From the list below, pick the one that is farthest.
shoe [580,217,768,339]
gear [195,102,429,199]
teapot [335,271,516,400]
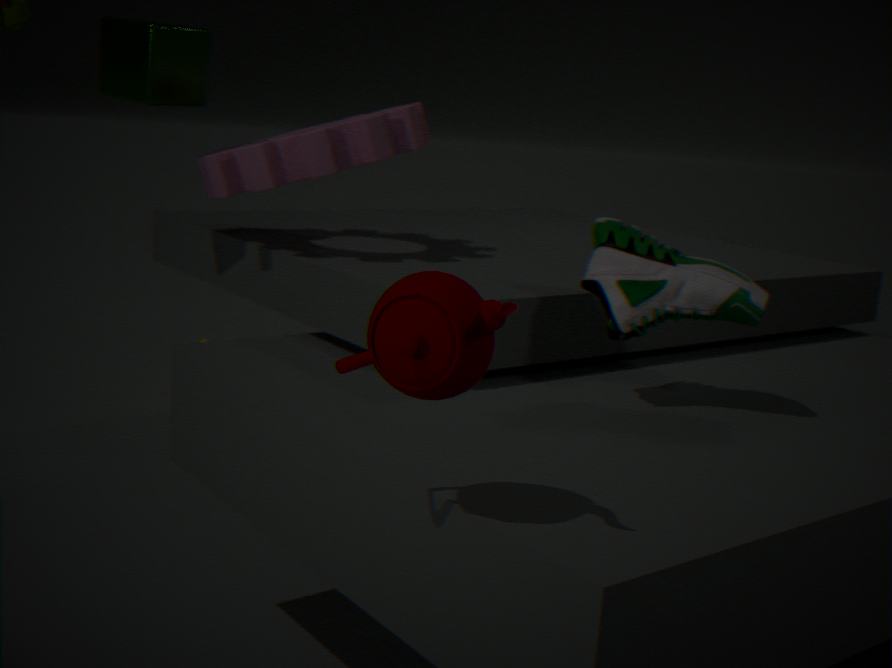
gear [195,102,429,199]
